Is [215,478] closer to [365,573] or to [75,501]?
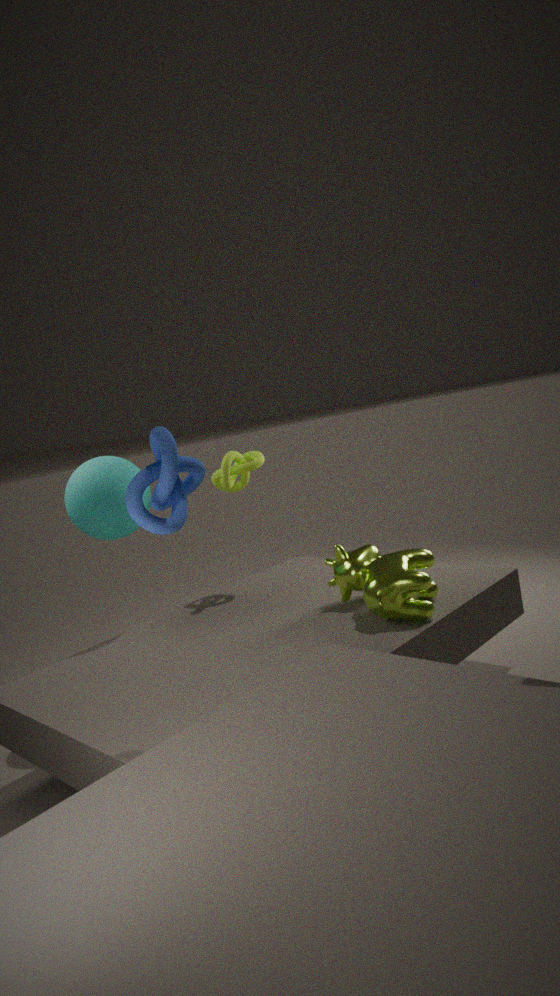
[75,501]
